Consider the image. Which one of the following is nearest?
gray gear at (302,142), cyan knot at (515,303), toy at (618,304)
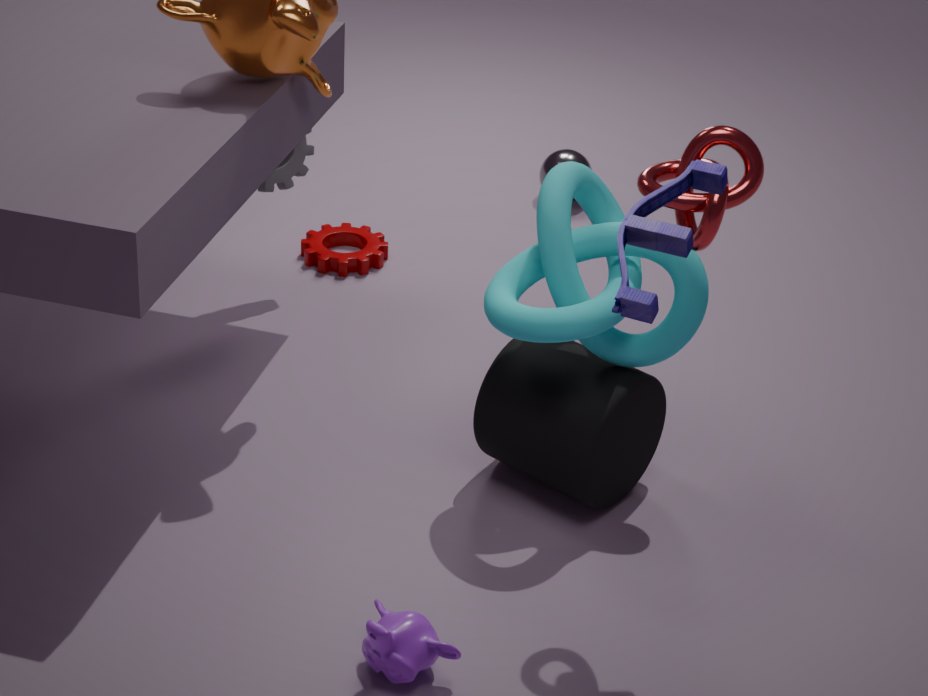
toy at (618,304)
